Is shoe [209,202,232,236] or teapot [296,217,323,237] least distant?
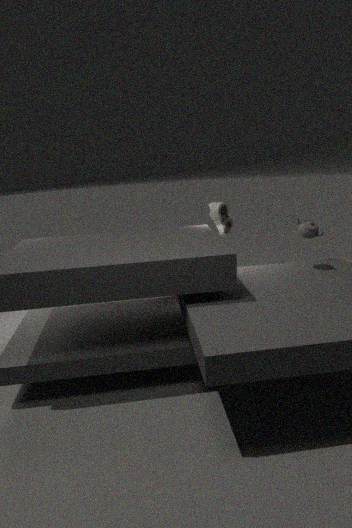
teapot [296,217,323,237]
